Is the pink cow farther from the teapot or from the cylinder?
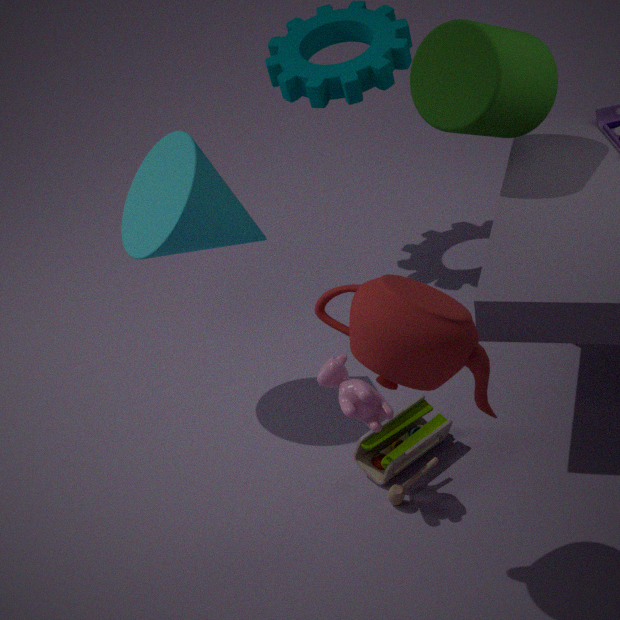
the cylinder
